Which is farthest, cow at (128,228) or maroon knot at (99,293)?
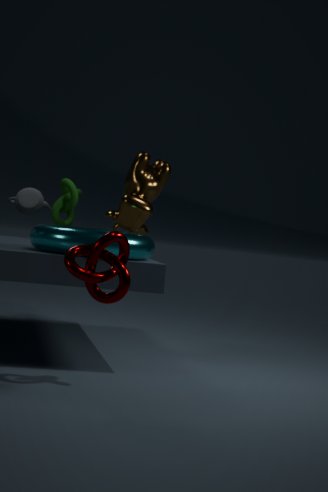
cow at (128,228)
